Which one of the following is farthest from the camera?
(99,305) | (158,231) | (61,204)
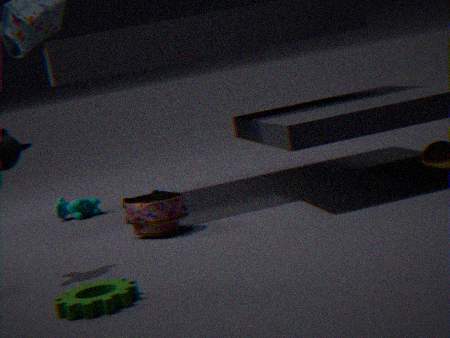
(61,204)
